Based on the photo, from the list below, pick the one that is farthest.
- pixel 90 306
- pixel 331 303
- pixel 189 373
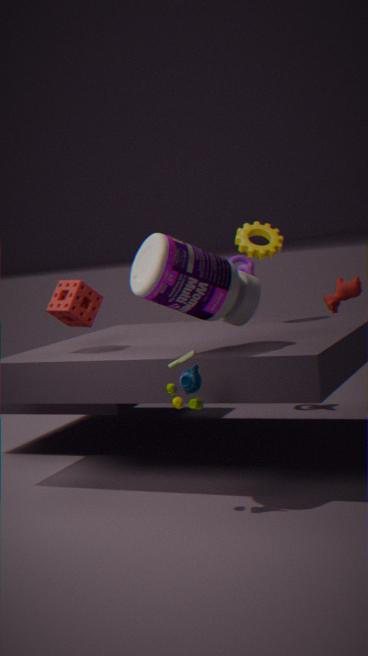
pixel 331 303
